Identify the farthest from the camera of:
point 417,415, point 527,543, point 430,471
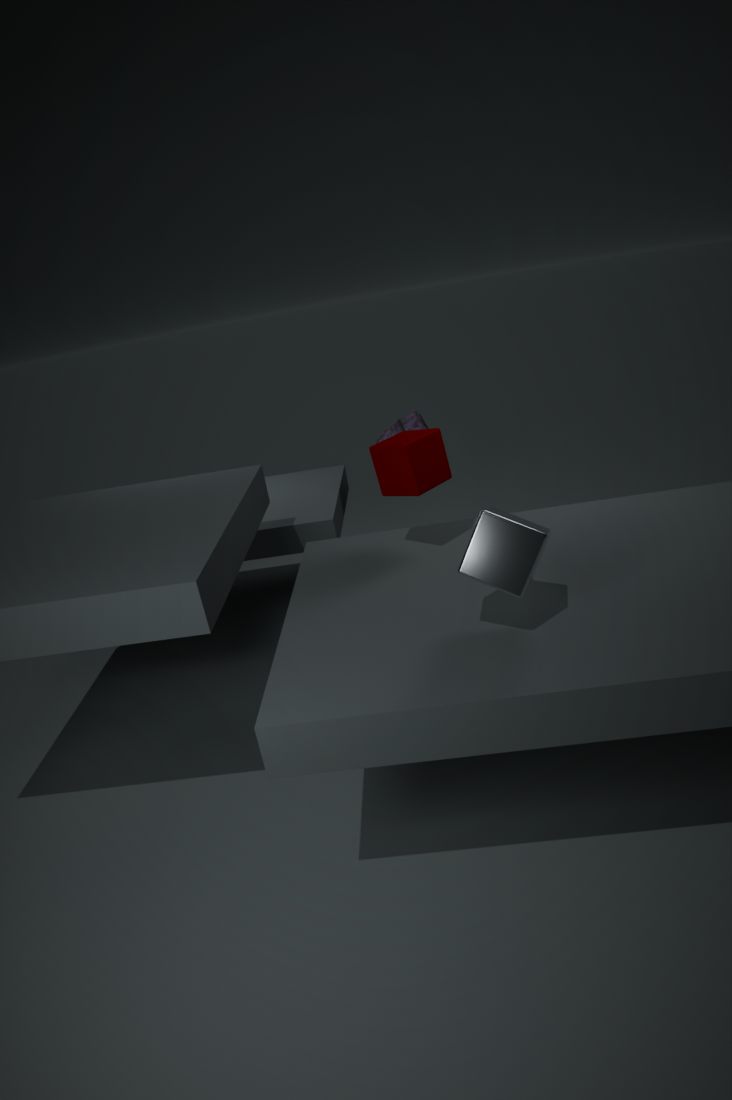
point 417,415
